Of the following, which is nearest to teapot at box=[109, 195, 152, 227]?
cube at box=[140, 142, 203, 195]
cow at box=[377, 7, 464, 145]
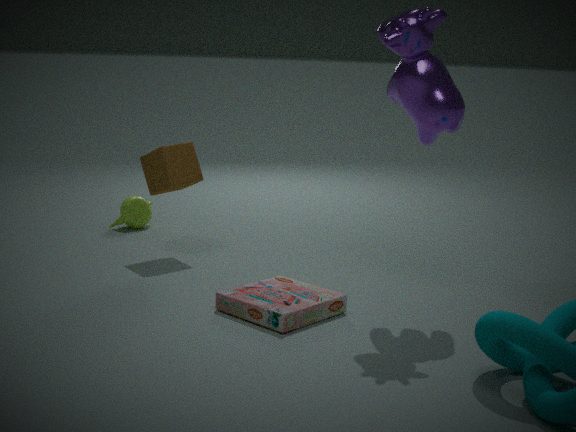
cube at box=[140, 142, 203, 195]
